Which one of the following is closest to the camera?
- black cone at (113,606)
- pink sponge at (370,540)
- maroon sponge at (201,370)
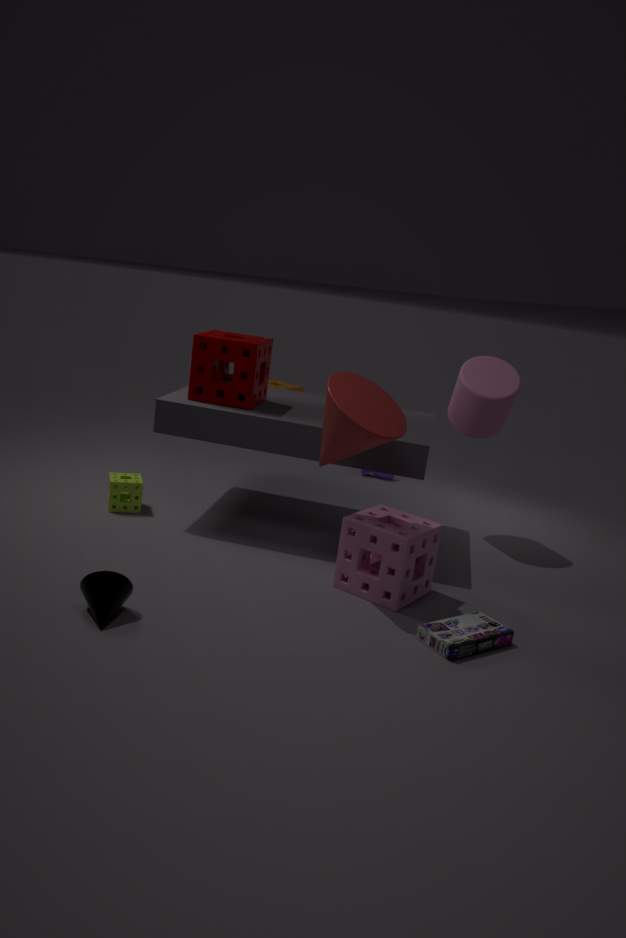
black cone at (113,606)
